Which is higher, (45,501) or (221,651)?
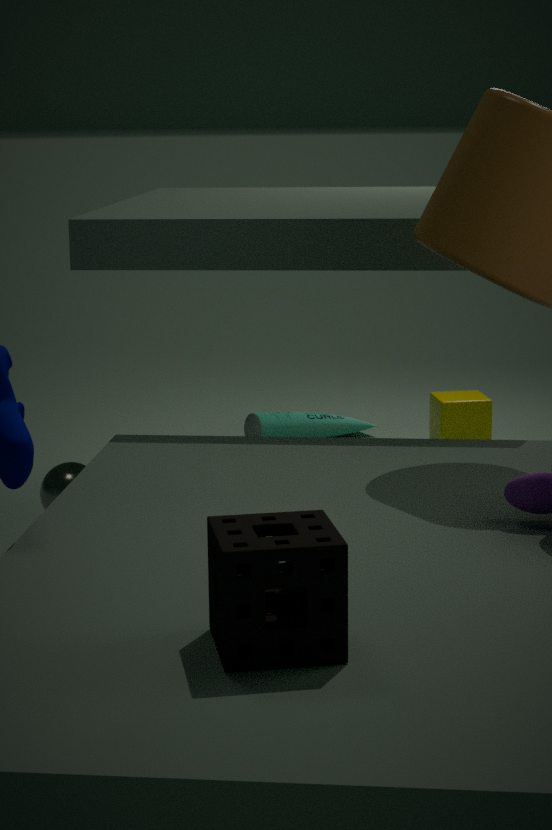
(221,651)
